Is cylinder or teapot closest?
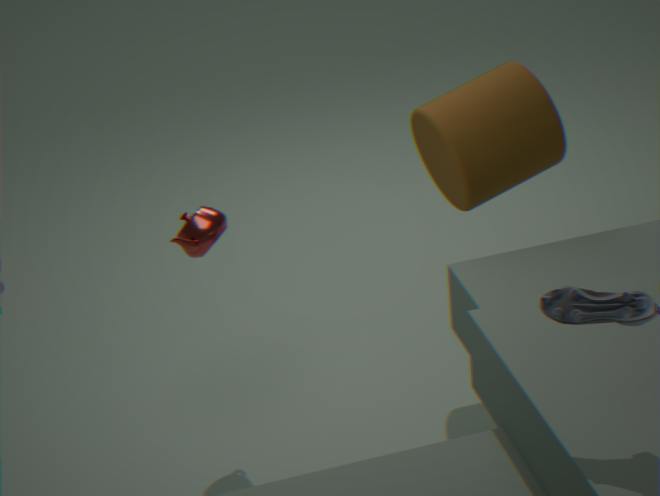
teapot
